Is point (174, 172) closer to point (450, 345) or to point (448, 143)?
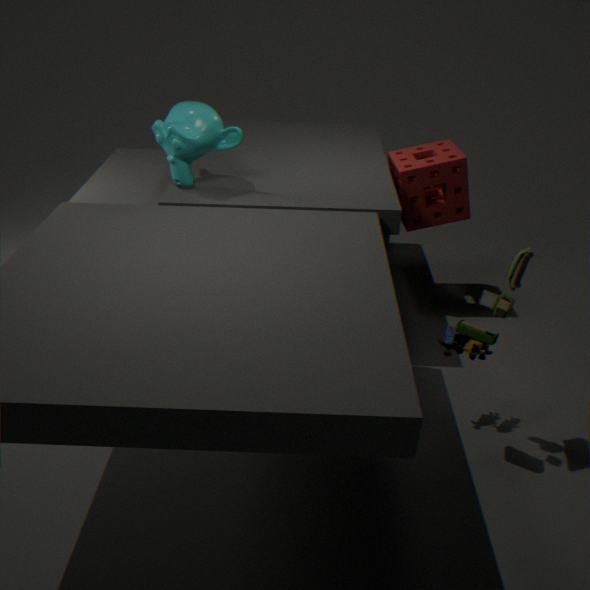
point (448, 143)
